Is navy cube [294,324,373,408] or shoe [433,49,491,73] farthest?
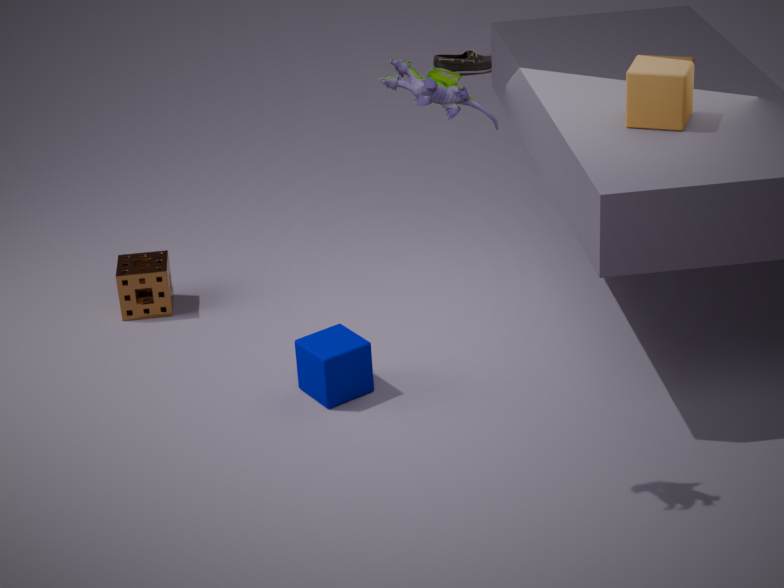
shoe [433,49,491,73]
